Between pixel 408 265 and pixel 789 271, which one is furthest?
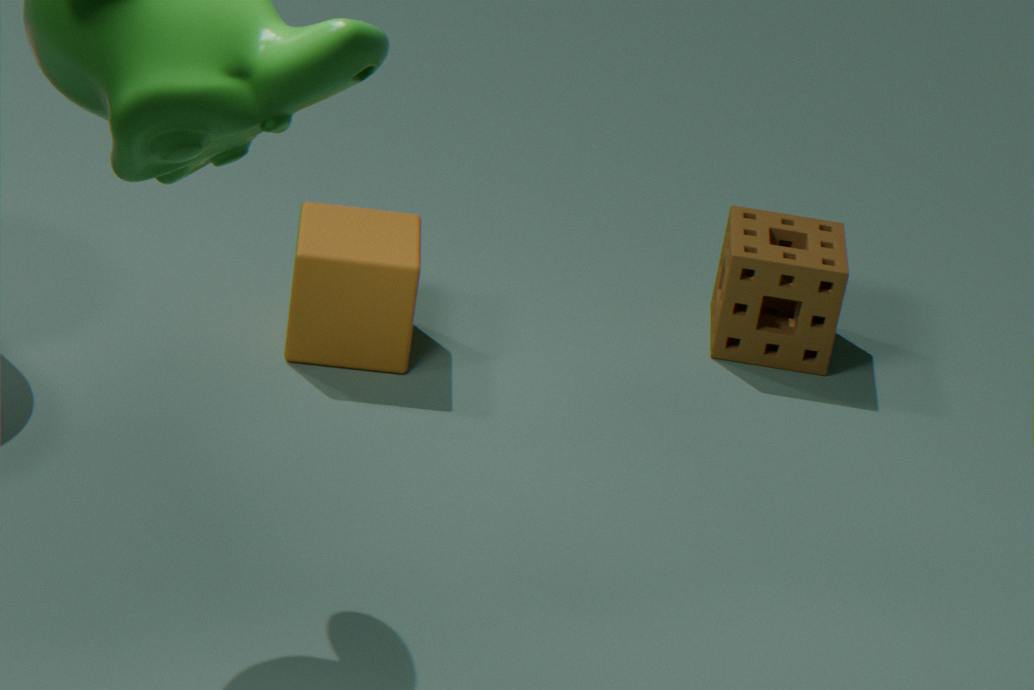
pixel 789 271
